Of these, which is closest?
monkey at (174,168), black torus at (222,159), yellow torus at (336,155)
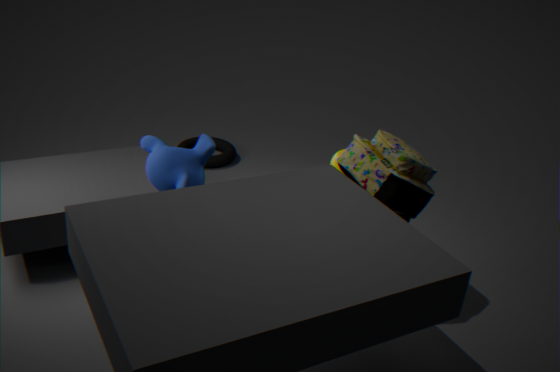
monkey at (174,168)
